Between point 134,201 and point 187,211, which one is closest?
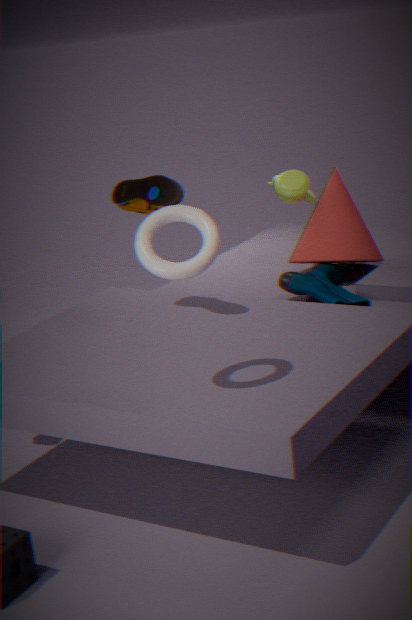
point 187,211
